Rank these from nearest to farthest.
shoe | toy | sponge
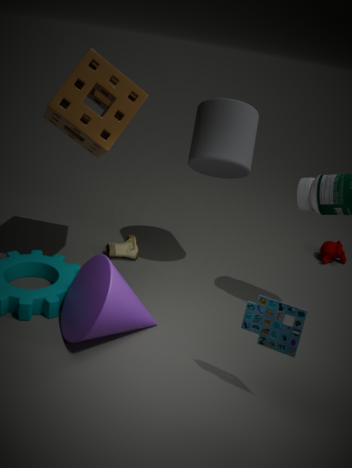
toy → sponge → shoe
